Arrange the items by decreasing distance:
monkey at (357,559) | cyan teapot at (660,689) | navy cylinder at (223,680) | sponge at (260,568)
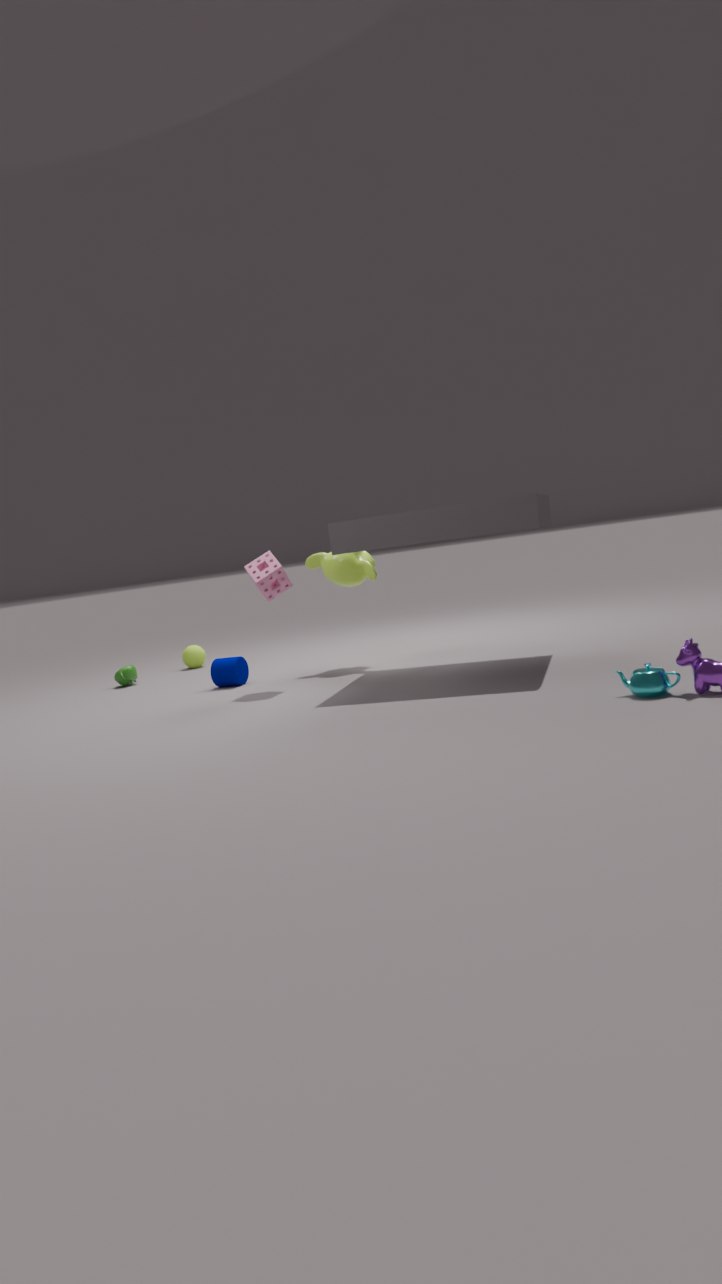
monkey at (357,559), navy cylinder at (223,680), sponge at (260,568), cyan teapot at (660,689)
